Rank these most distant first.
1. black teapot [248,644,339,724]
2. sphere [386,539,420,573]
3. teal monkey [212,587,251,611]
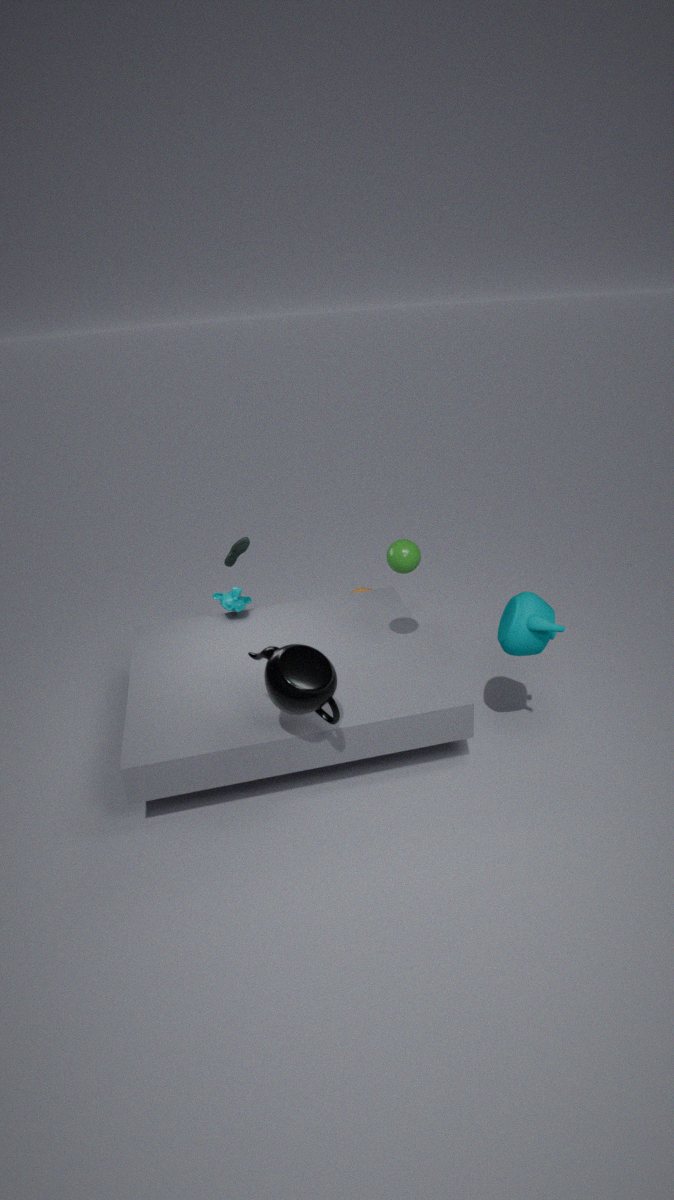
teal monkey [212,587,251,611]
sphere [386,539,420,573]
black teapot [248,644,339,724]
